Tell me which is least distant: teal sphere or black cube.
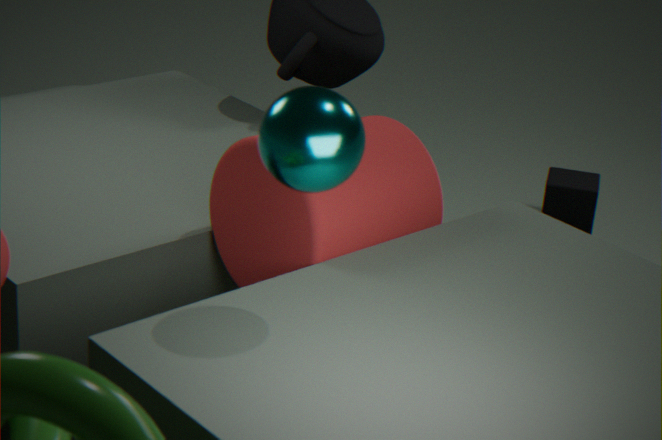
teal sphere
